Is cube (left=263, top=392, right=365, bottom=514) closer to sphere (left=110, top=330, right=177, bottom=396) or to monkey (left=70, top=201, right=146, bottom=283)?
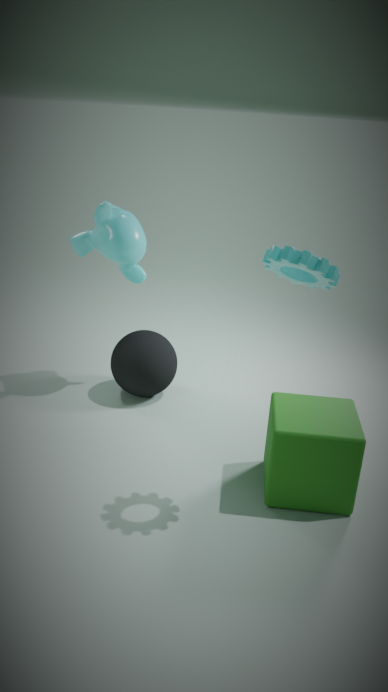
sphere (left=110, top=330, right=177, bottom=396)
